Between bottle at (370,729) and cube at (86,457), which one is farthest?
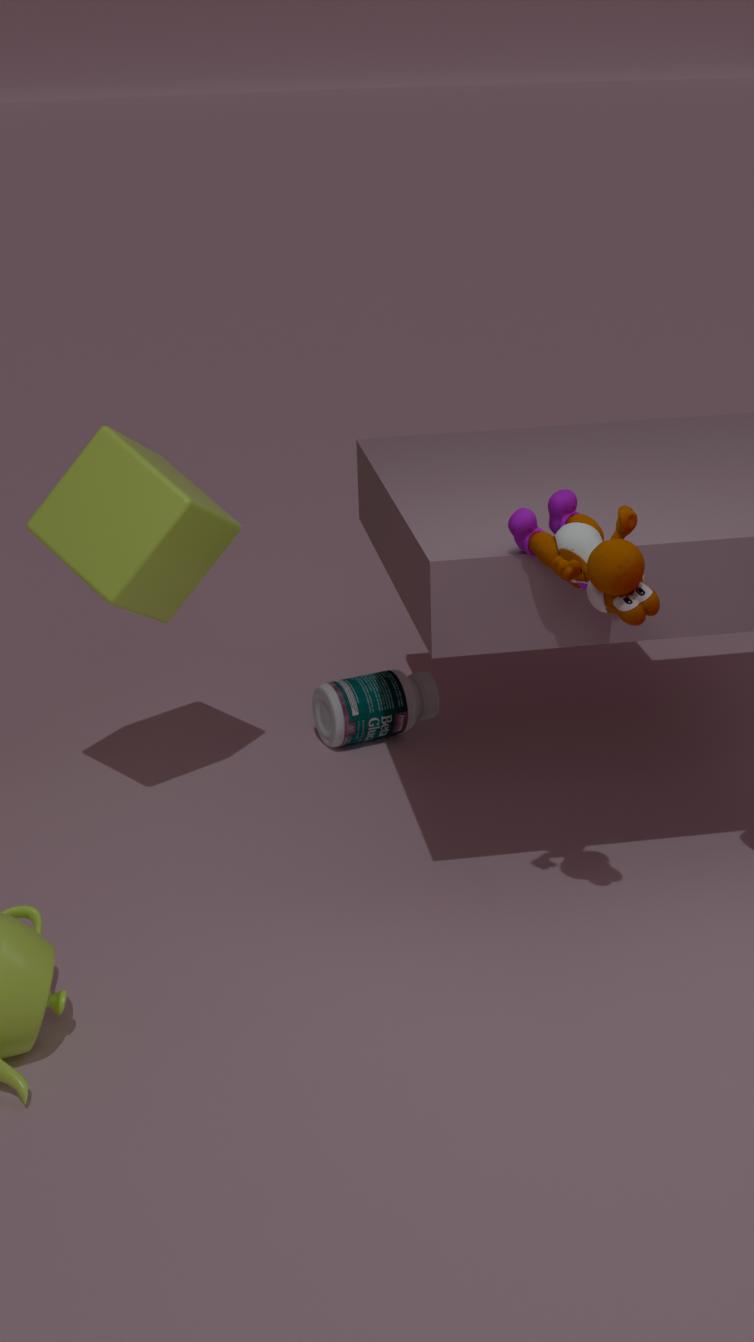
bottle at (370,729)
